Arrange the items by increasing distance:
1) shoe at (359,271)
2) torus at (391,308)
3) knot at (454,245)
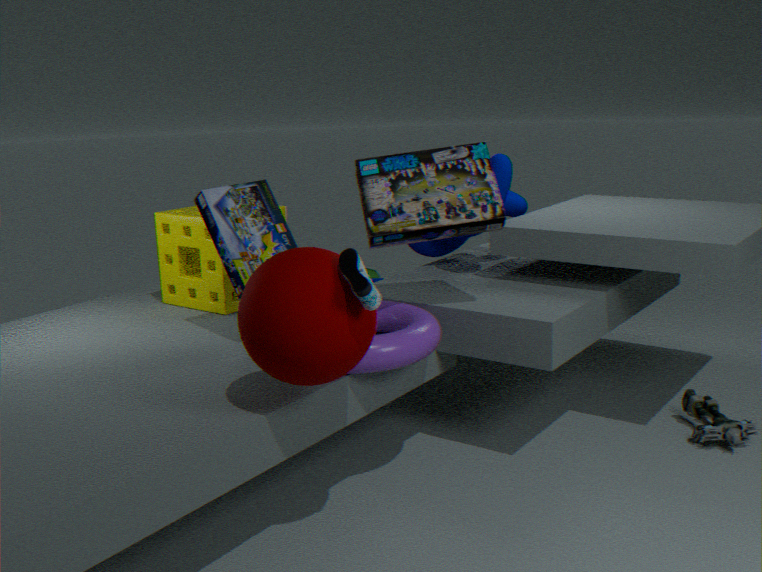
1. 1. shoe at (359,271)
2. 2. torus at (391,308)
3. 3. knot at (454,245)
